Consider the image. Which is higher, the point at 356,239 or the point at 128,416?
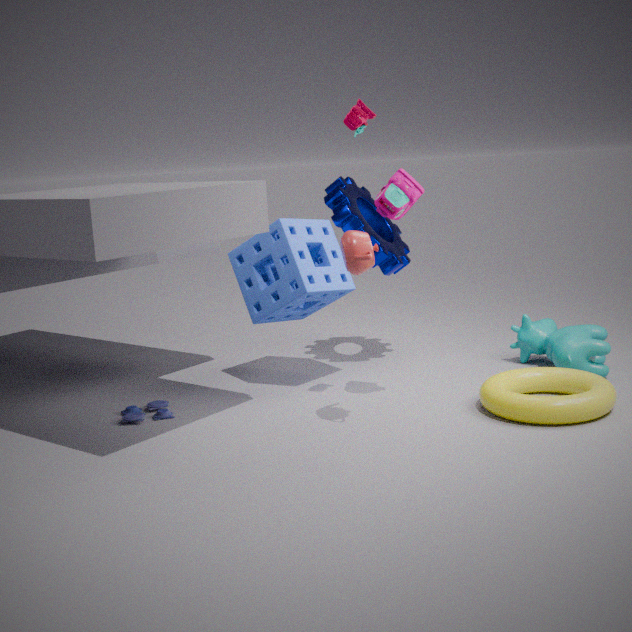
the point at 356,239
